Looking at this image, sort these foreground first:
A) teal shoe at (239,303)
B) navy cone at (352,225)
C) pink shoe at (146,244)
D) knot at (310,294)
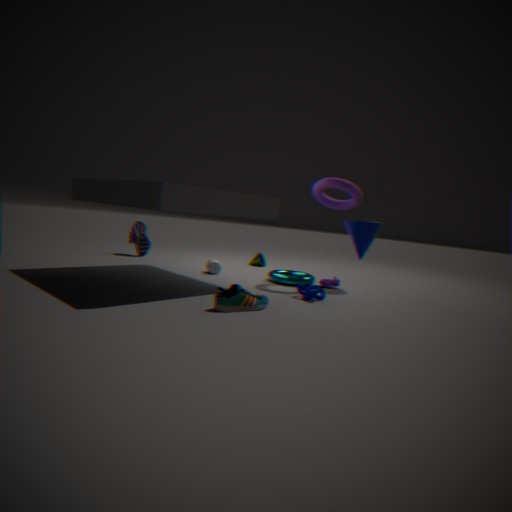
1. teal shoe at (239,303)
2. knot at (310,294)
3. navy cone at (352,225)
4. pink shoe at (146,244)
